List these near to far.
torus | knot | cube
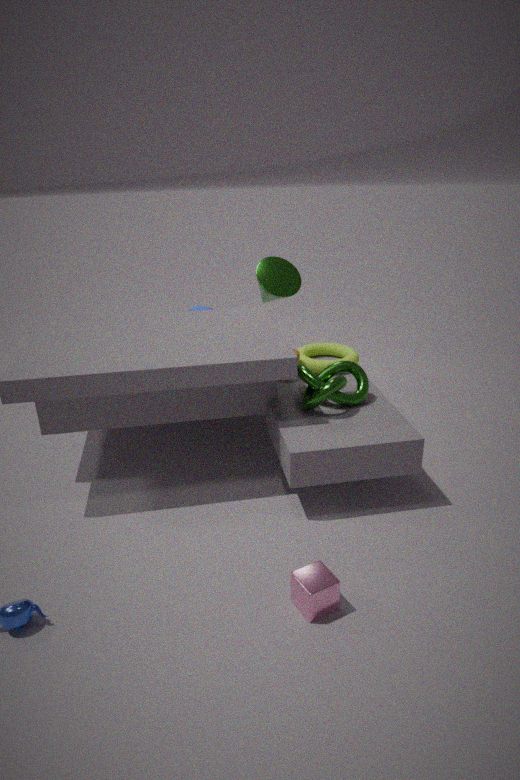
cube → knot → torus
